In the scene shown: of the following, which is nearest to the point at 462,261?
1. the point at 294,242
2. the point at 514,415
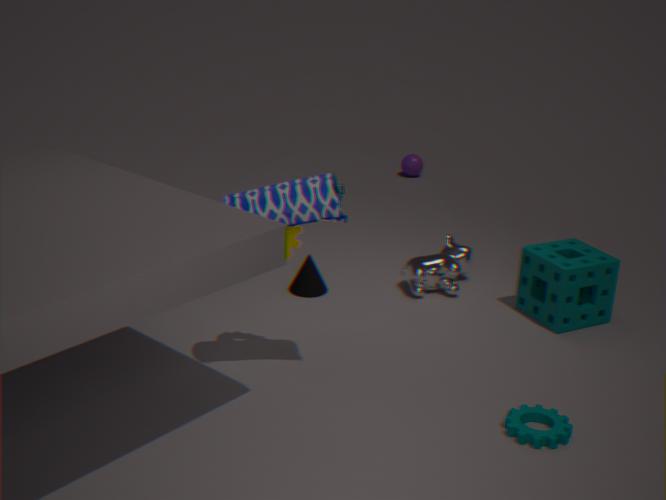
the point at 294,242
